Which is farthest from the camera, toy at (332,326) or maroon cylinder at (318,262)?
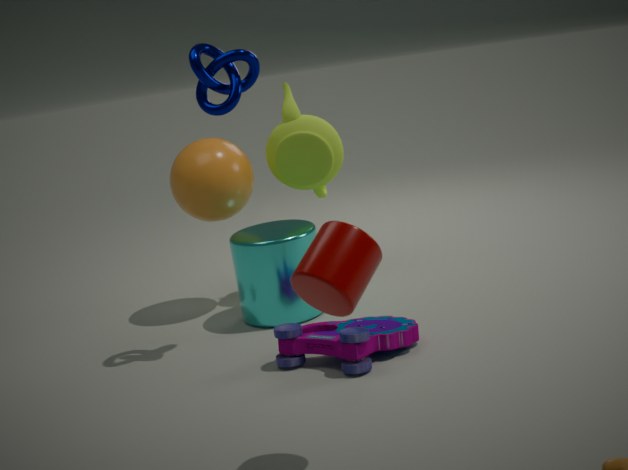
toy at (332,326)
